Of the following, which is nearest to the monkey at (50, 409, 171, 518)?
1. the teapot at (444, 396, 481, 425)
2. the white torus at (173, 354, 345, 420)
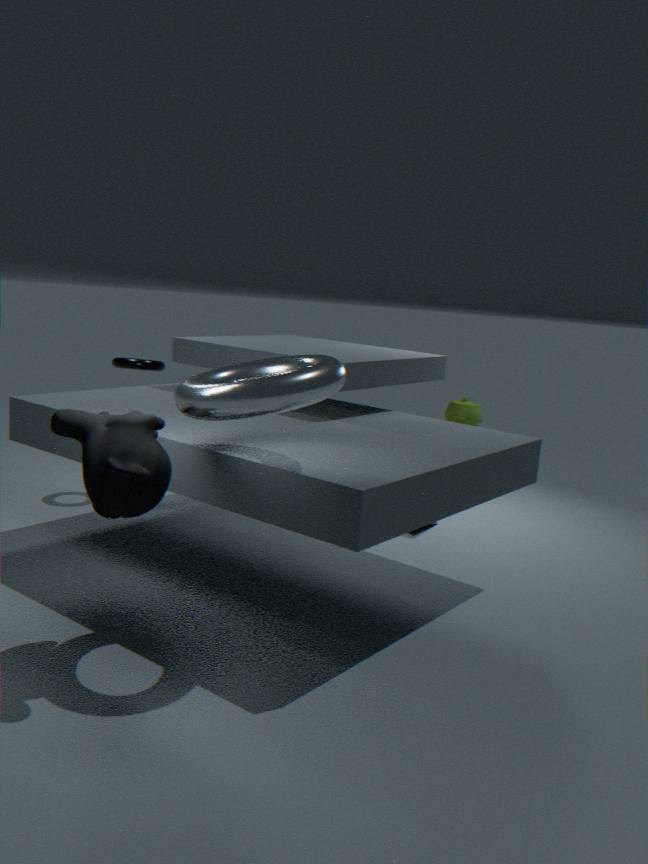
the white torus at (173, 354, 345, 420)
